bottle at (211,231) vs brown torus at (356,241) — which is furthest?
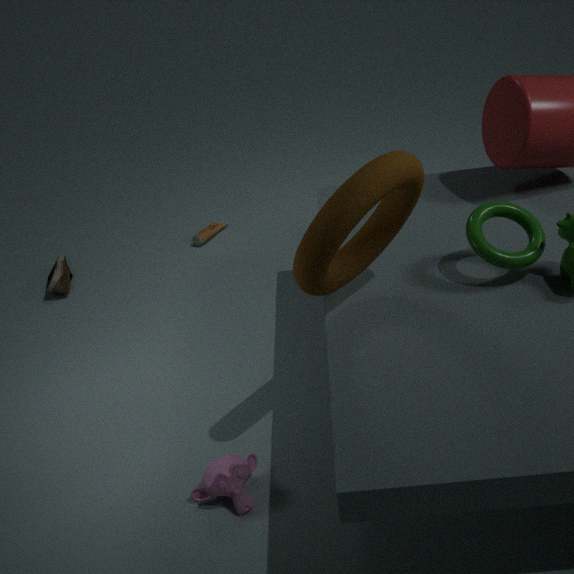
bottle at (211,231)
